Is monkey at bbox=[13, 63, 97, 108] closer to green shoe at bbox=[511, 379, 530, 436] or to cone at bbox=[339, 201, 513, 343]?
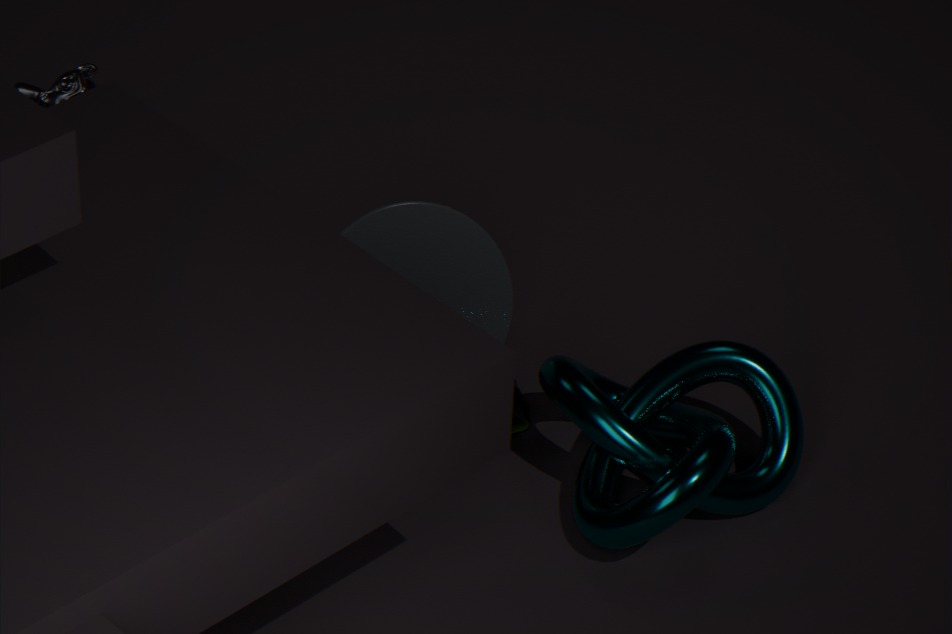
cone at bbox=[339, 201, 513, 343]
